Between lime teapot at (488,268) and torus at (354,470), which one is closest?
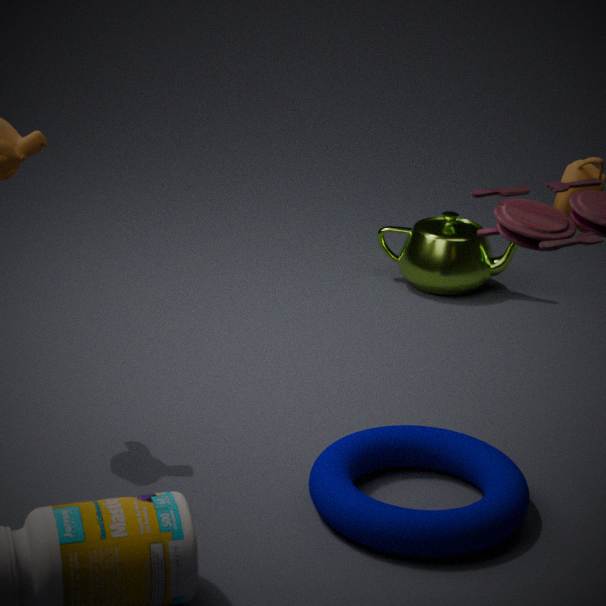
torus at (354,470)
